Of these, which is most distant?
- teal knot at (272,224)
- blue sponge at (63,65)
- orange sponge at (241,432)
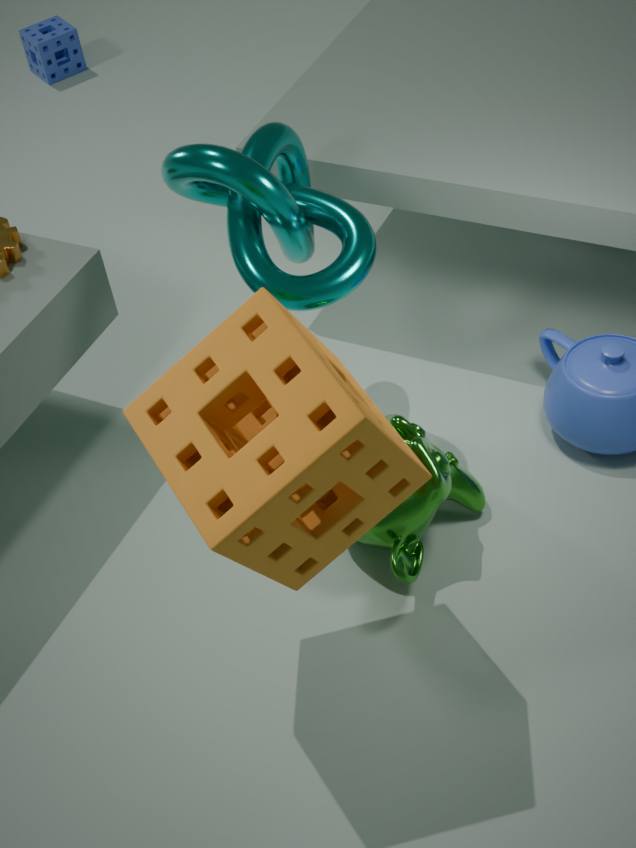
blue sponge at (63,65)
